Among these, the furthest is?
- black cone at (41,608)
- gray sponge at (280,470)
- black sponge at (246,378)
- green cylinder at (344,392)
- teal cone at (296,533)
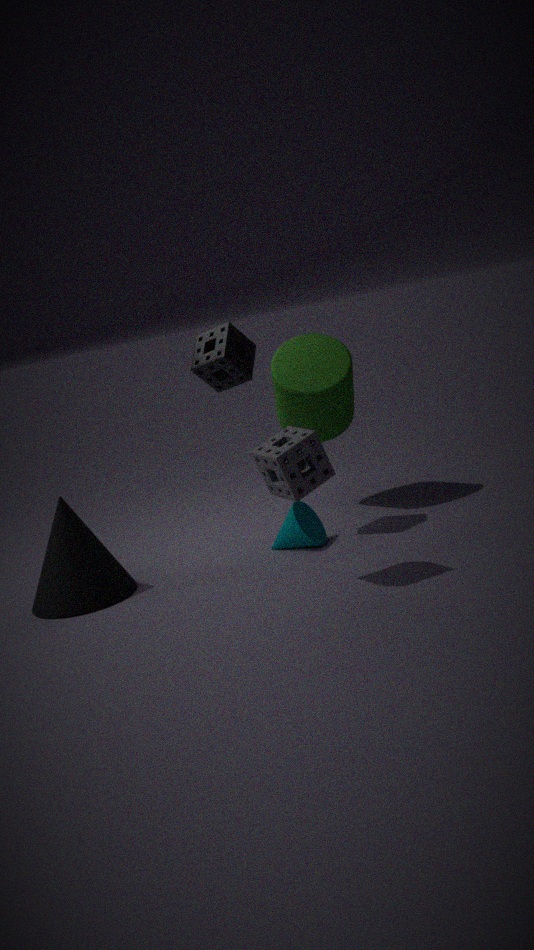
green cylinder at (344,392)
